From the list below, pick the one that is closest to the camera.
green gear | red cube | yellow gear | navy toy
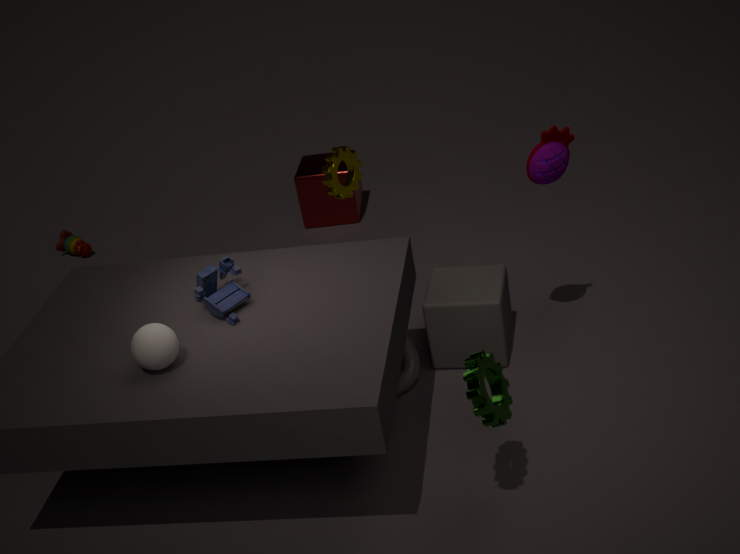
green gear
